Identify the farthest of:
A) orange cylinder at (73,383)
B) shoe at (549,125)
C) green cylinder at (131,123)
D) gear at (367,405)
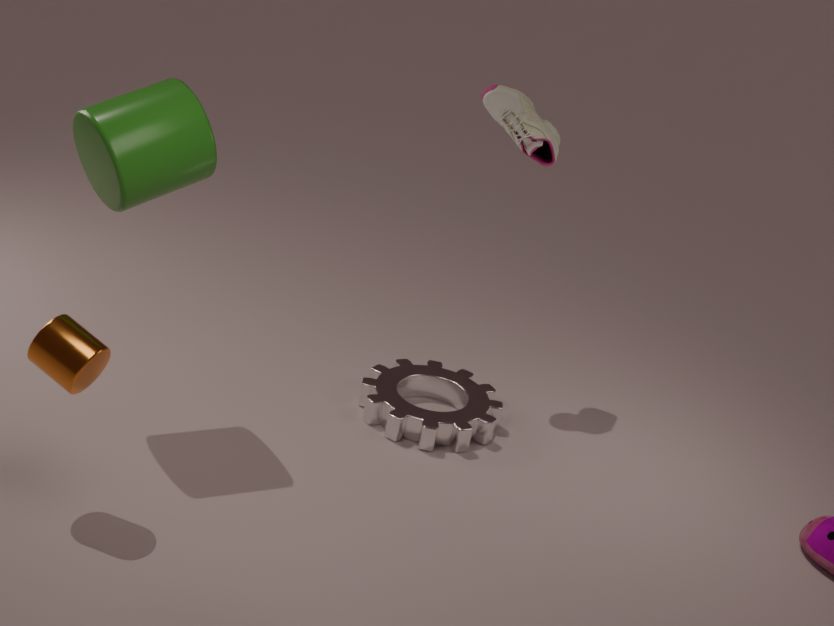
shoe at (549,125)
